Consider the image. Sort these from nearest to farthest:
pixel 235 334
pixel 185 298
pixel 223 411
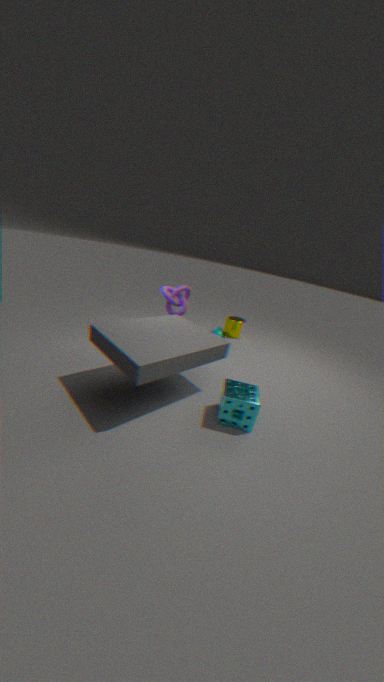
pixel 223 411 → pixel 185 298 → pixel 235 334
